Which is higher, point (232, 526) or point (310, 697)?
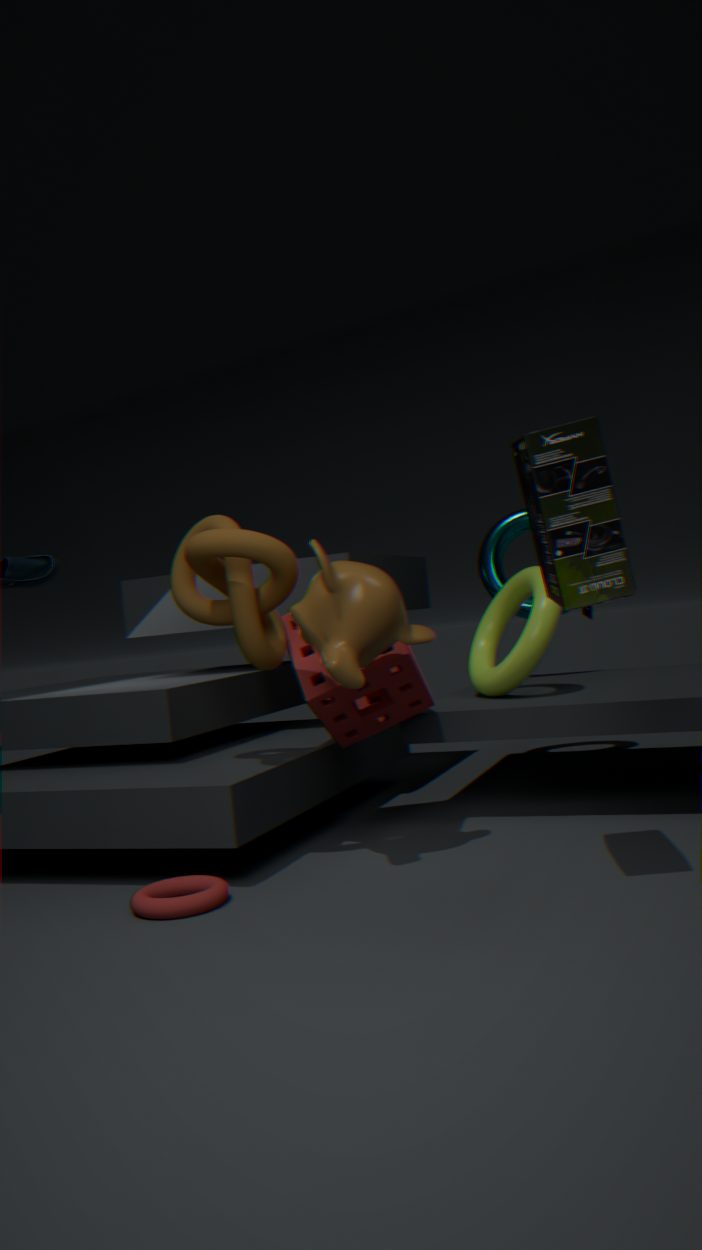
point (232, 526)
